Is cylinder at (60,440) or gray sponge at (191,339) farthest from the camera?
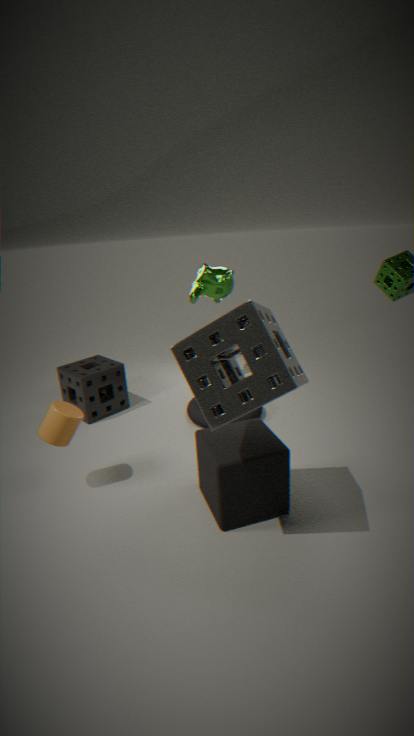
cylinder at (60,440)
